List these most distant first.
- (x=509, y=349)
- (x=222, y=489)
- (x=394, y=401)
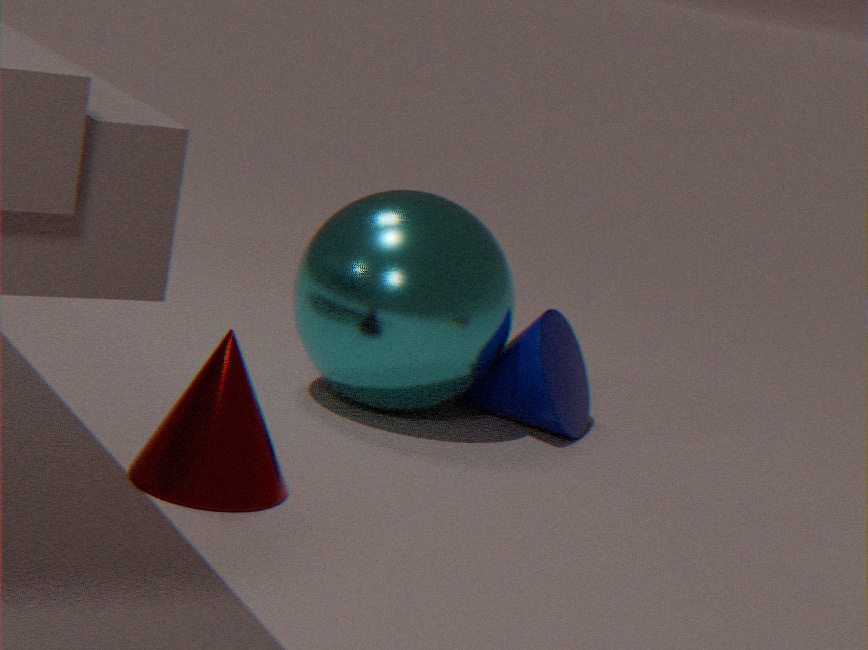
(x=509, y=349)
(x=394, y=401)
(x=222, y=489)
